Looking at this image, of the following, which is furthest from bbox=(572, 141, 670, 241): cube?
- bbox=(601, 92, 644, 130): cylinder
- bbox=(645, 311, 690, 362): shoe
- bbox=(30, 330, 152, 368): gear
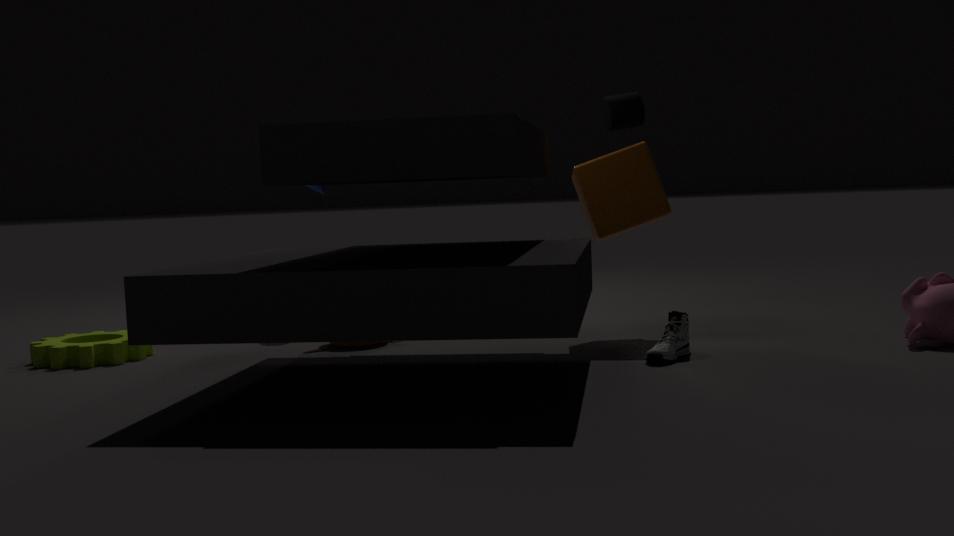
bbox=(30, 330, 152, 368): gear
